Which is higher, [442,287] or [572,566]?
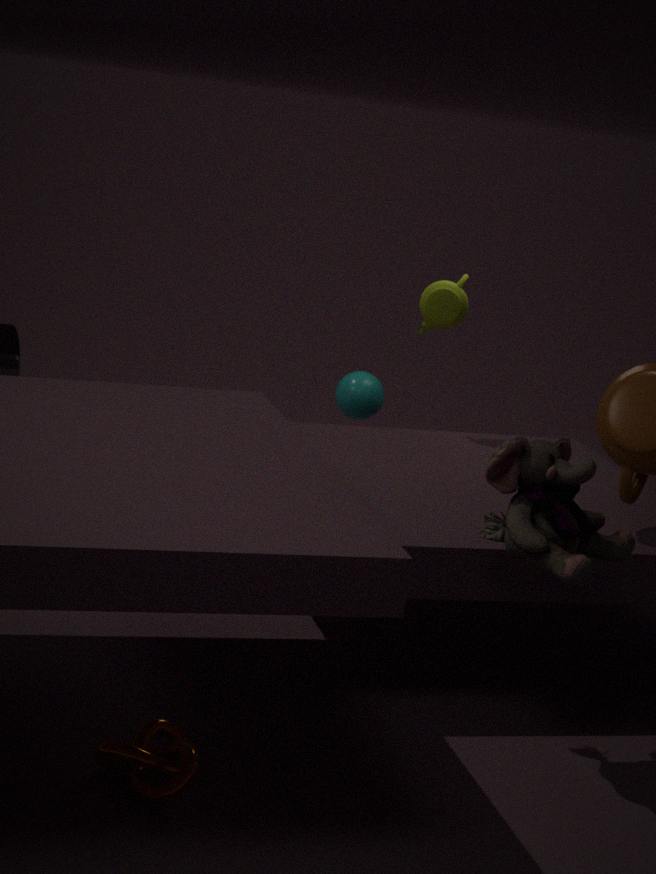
[442,287]
